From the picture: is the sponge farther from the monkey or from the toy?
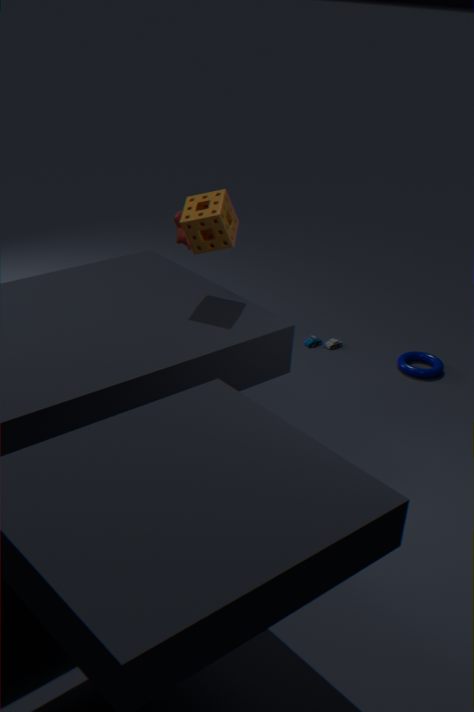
the toy
